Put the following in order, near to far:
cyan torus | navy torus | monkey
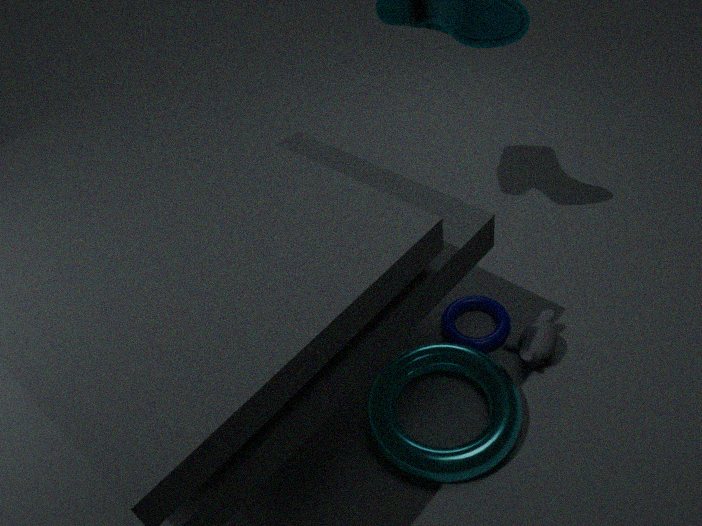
cyan torus
monkey
navy torus
